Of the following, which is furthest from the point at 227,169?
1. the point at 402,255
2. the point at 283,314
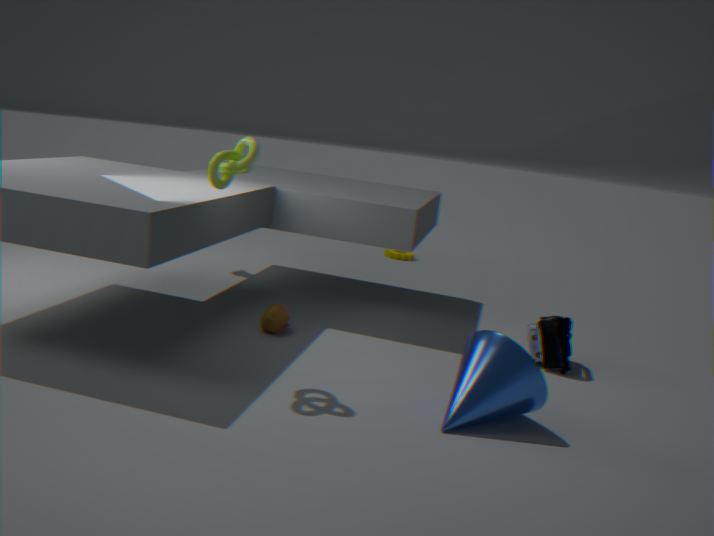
the point at 402,255
